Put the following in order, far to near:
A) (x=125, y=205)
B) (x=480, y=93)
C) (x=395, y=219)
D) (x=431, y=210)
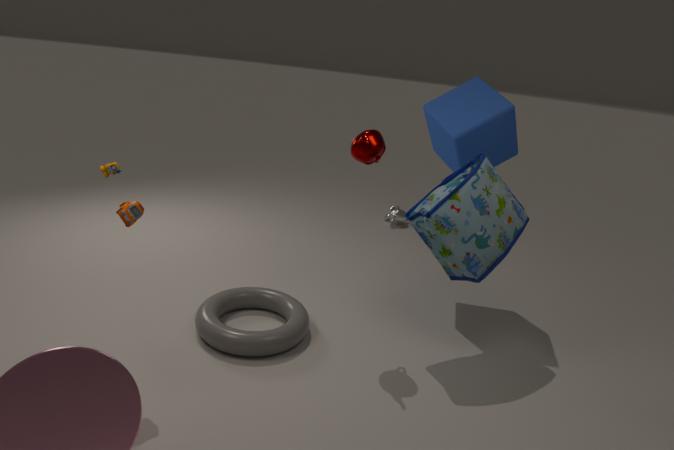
(x=395, y=219), (x=480, y=93), (x=431, y=210), (x=125, y=205)
